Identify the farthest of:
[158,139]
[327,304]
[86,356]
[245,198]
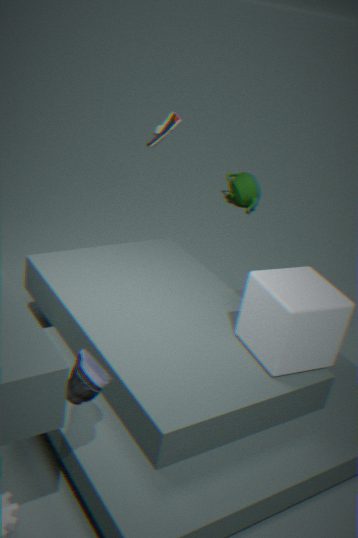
[245,198]
